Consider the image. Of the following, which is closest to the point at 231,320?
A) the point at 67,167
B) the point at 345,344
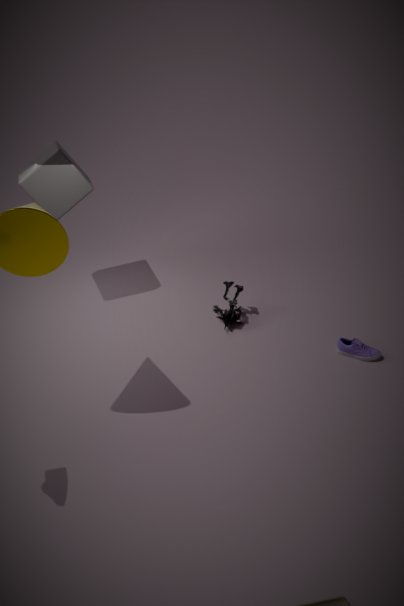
the point at 345,344
